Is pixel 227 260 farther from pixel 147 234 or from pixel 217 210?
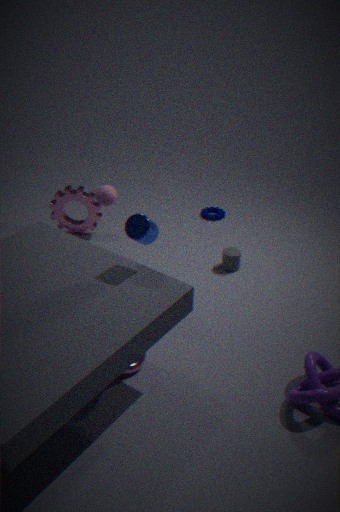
pixel 147 234
